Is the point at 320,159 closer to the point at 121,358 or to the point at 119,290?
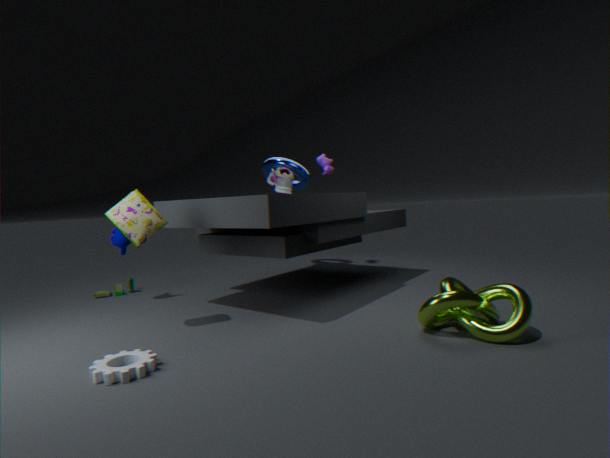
the point at 119,290
